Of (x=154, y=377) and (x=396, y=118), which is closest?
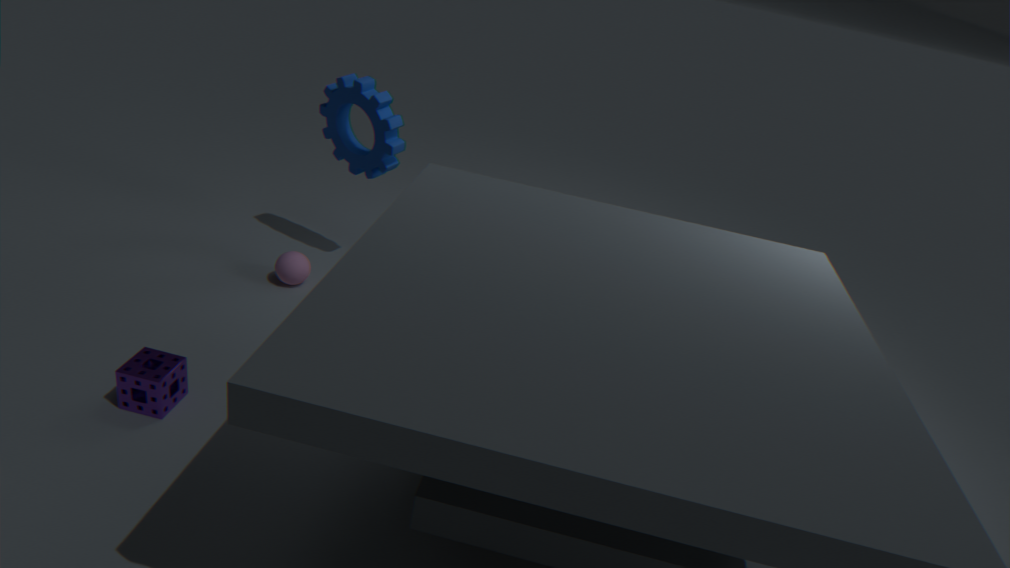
(x=154, y=377)
